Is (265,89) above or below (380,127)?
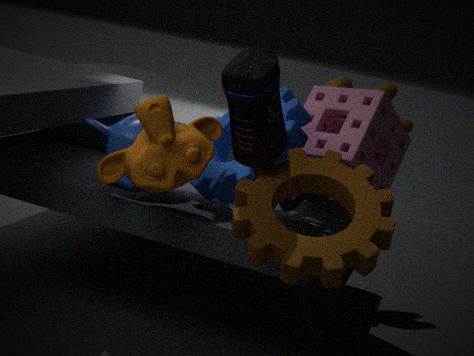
above
